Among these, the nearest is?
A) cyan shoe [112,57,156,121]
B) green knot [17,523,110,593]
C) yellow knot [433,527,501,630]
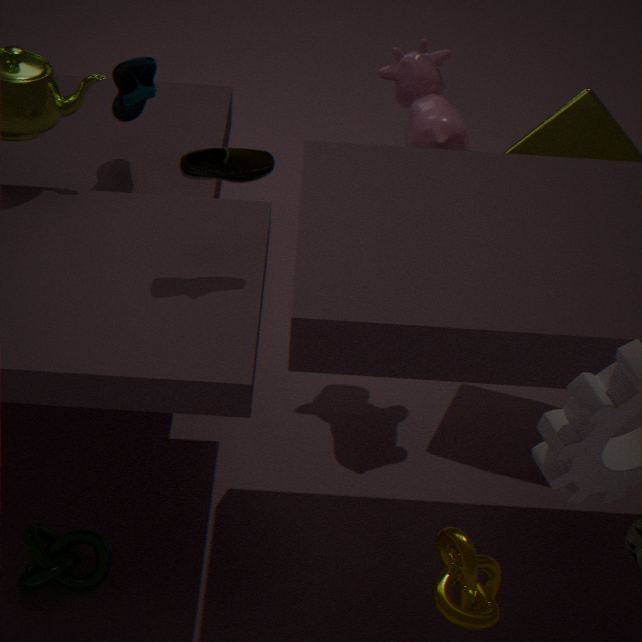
yellow knot [433,527,501,630]
